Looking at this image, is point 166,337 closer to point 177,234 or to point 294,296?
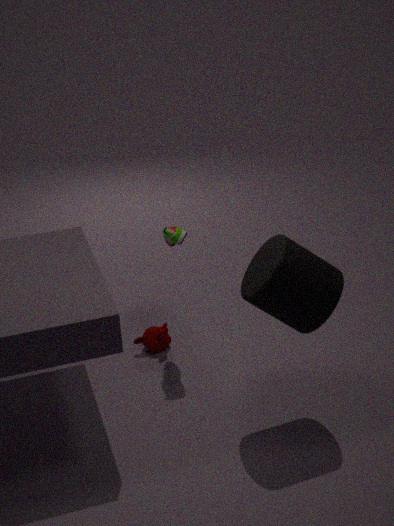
point 177,234
